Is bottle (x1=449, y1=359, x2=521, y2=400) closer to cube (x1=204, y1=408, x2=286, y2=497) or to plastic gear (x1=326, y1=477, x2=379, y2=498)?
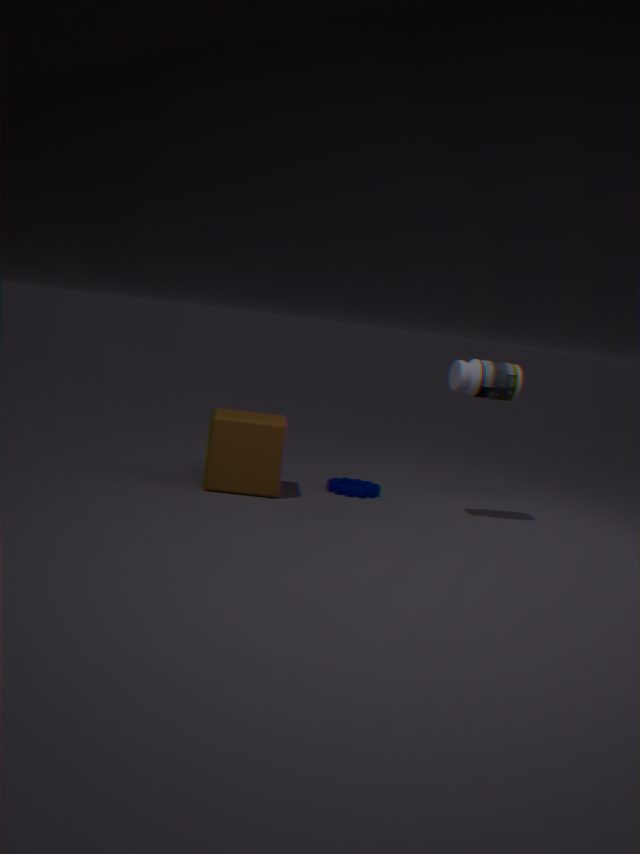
plastic gear (x1=326, y1=477, x2=379, y2=498)
